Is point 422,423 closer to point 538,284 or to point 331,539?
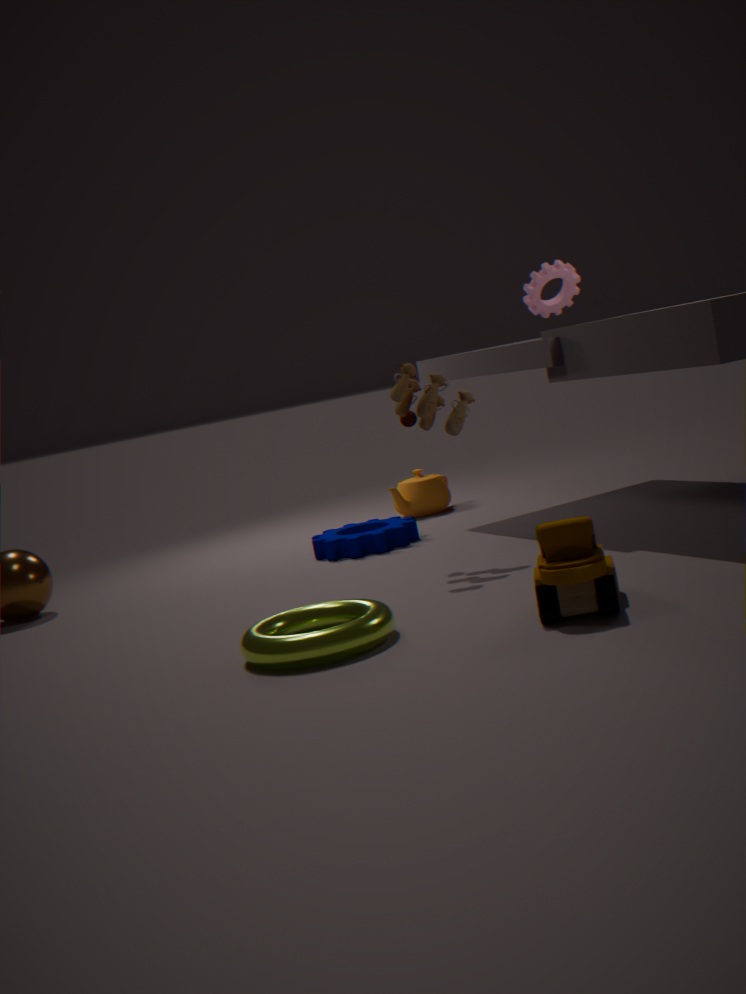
point 538,284
